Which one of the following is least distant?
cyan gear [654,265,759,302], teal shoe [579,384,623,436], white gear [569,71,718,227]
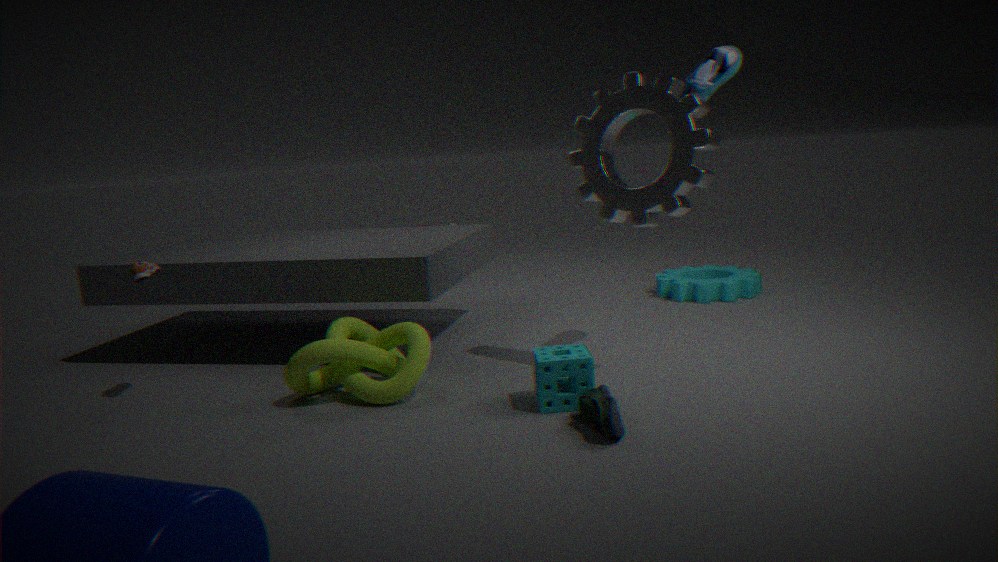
teal shoe [579,384,623,436]
